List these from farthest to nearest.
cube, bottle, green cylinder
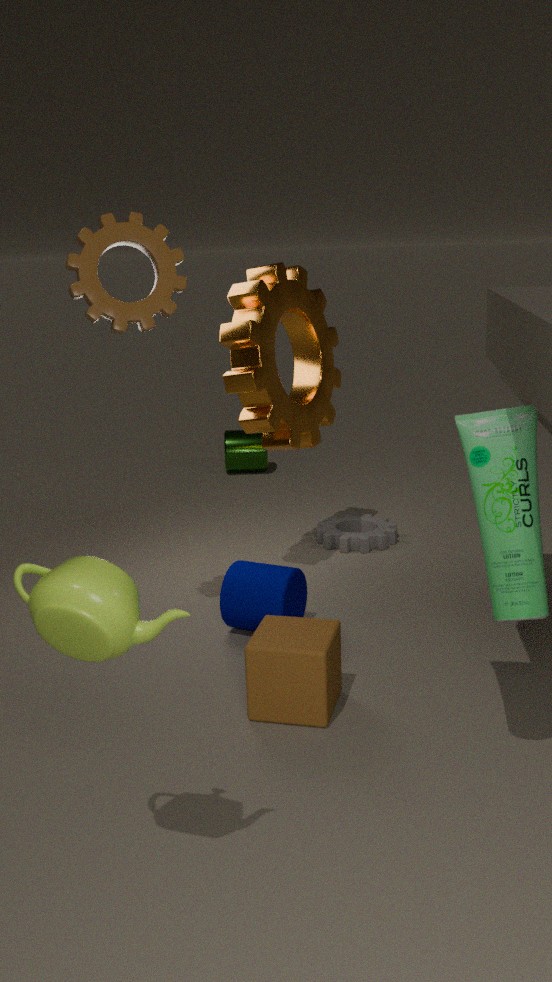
green cylinder < cube < bottle
